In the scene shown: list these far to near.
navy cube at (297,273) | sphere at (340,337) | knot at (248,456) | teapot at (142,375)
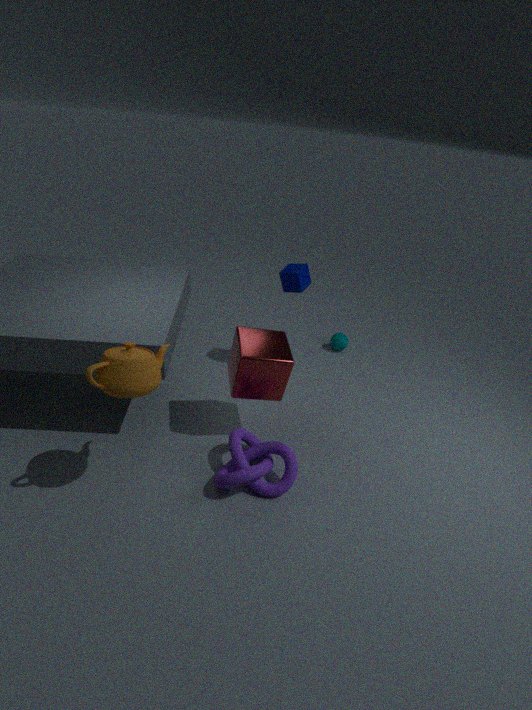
sphere at (340,337) → navy cube at (297,273) → knot at (248,456) → teapot at (142,375)
